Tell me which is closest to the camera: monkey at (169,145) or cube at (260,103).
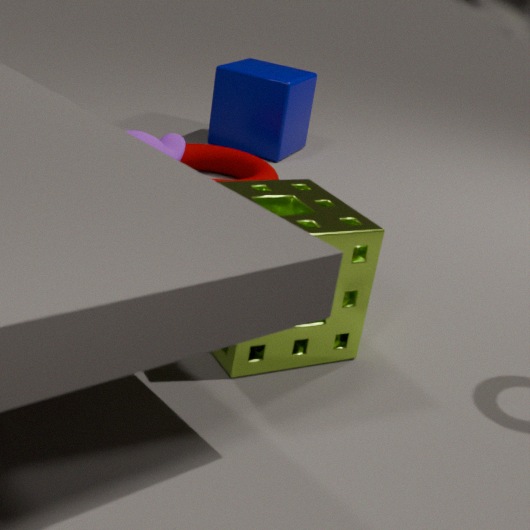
monkey at (169,145)
